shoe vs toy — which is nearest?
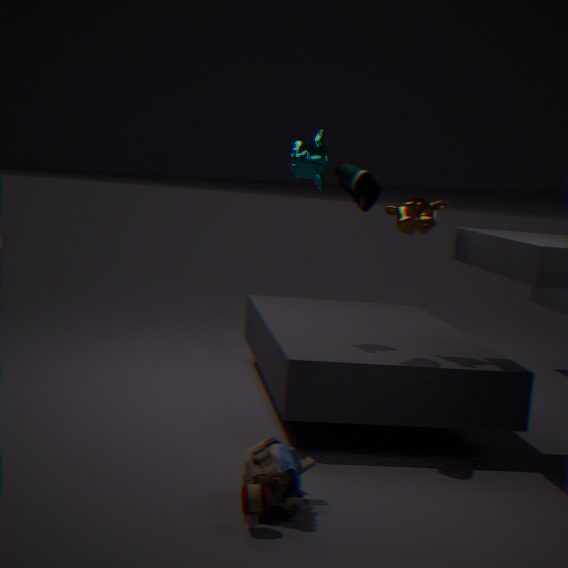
toy
